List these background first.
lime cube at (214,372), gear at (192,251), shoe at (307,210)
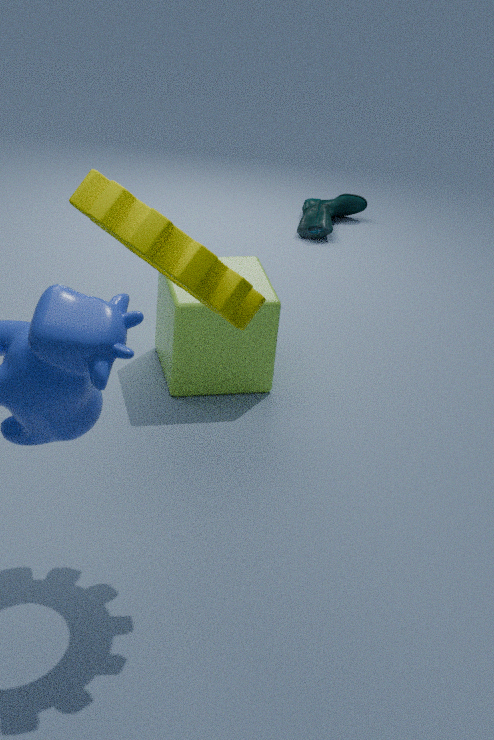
1. shoe at (307,210)
2. lime cube at (214,372)
3. gear at (192,251)
